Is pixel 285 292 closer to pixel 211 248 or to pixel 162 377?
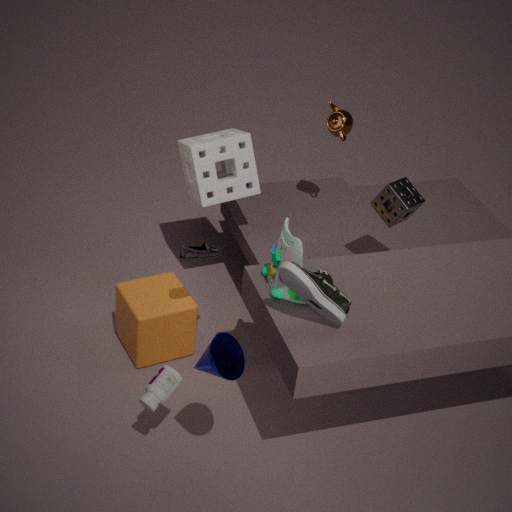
pixel 211 248
